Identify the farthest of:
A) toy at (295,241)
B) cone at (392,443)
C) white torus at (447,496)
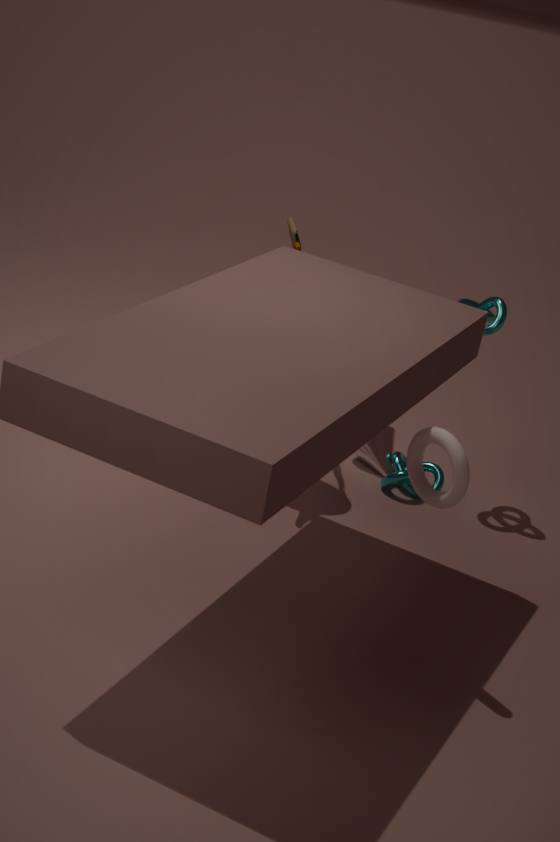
cone at (392,443)
